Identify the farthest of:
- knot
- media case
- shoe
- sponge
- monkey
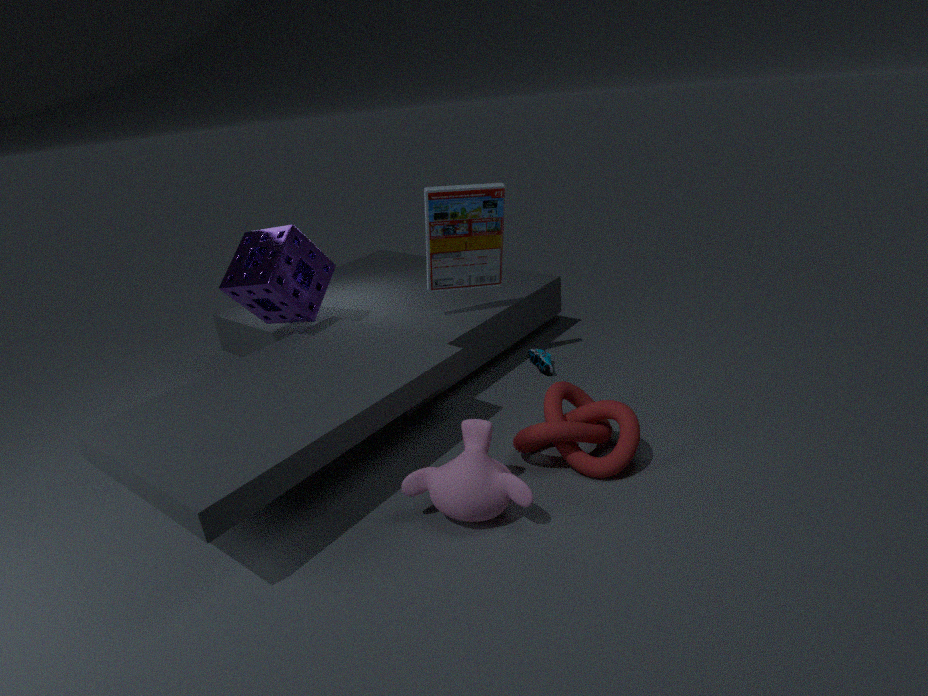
shoe
